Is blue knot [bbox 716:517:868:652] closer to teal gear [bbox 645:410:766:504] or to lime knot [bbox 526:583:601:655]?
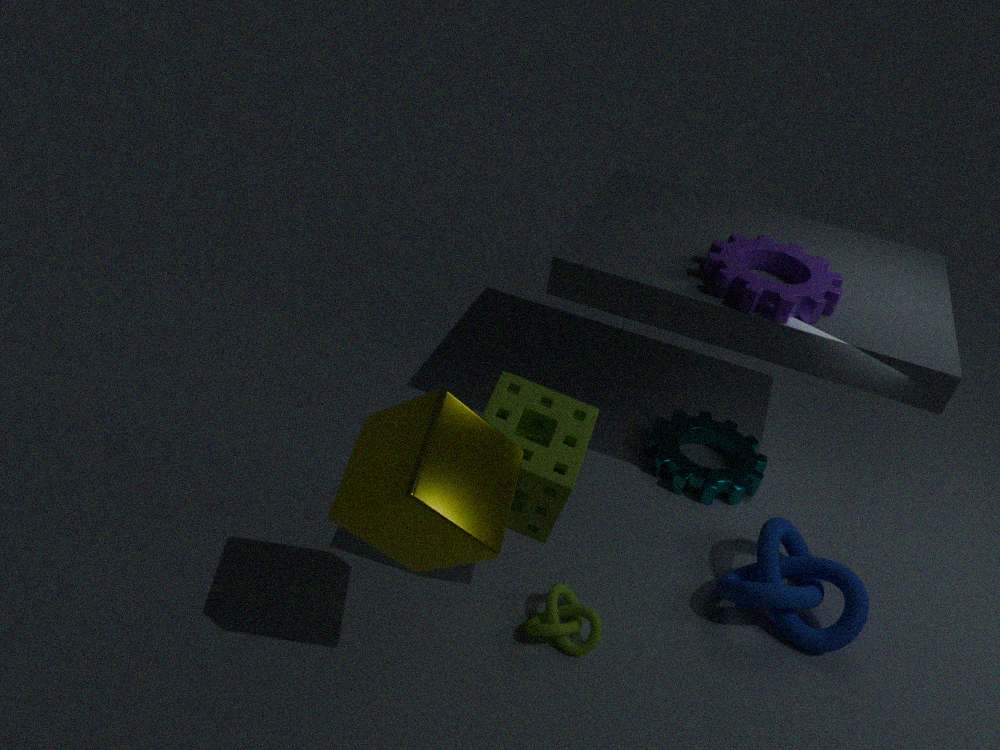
teal gear [bbox 645:410:766:504]
